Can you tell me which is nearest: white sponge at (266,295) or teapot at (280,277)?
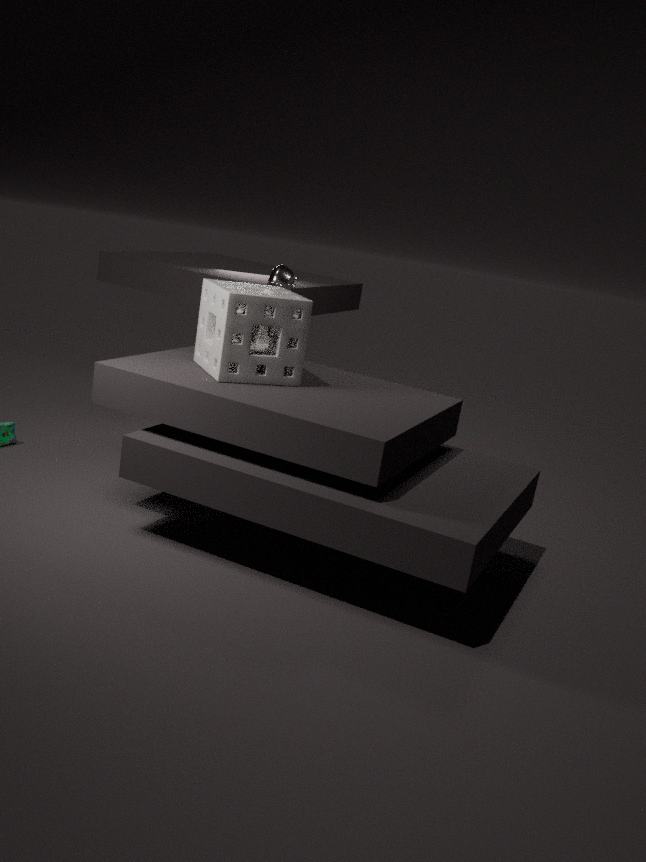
white sponge at (266,295)
